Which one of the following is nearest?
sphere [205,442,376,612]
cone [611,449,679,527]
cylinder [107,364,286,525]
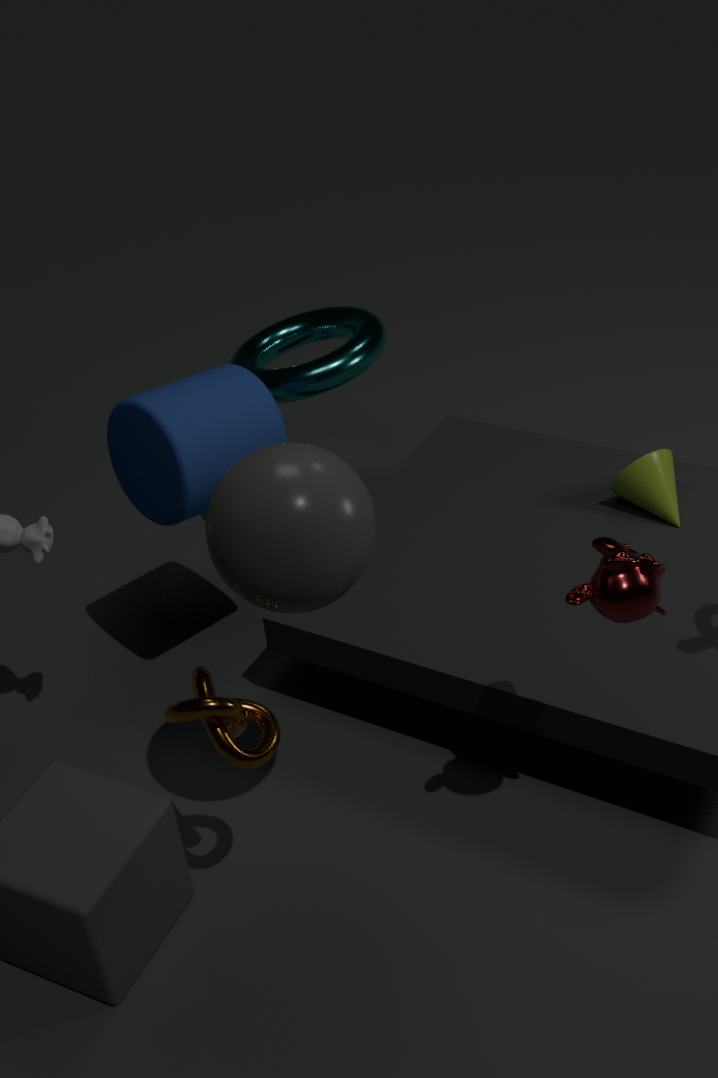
sphere [205,442,376,612]
